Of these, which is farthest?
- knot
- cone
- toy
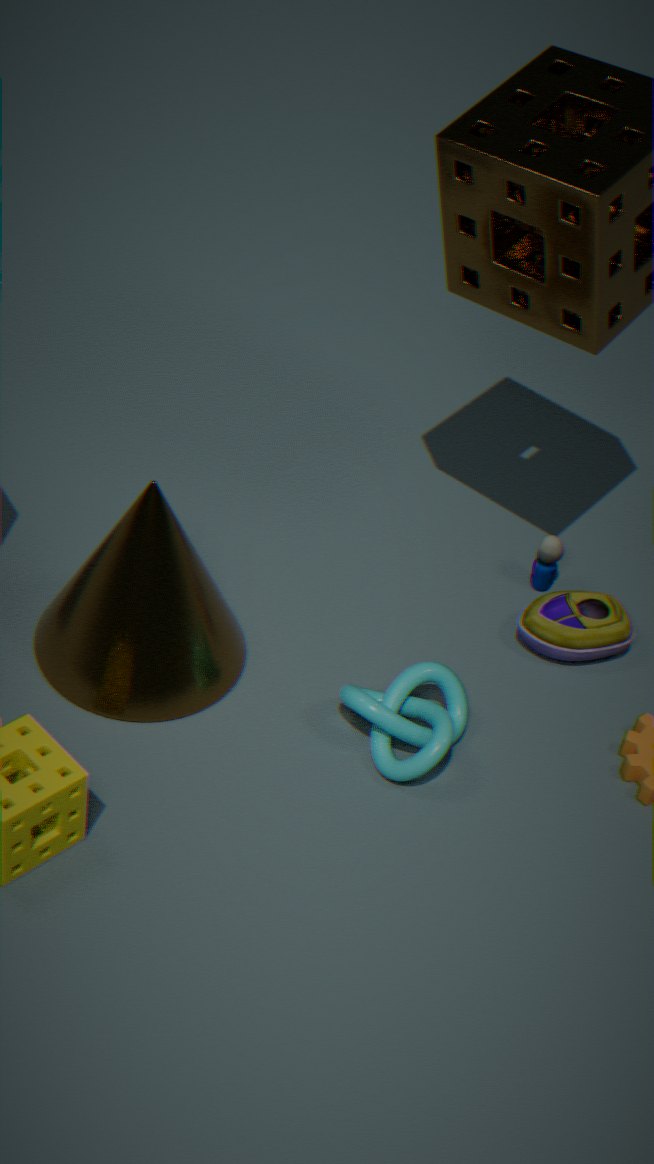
toy
